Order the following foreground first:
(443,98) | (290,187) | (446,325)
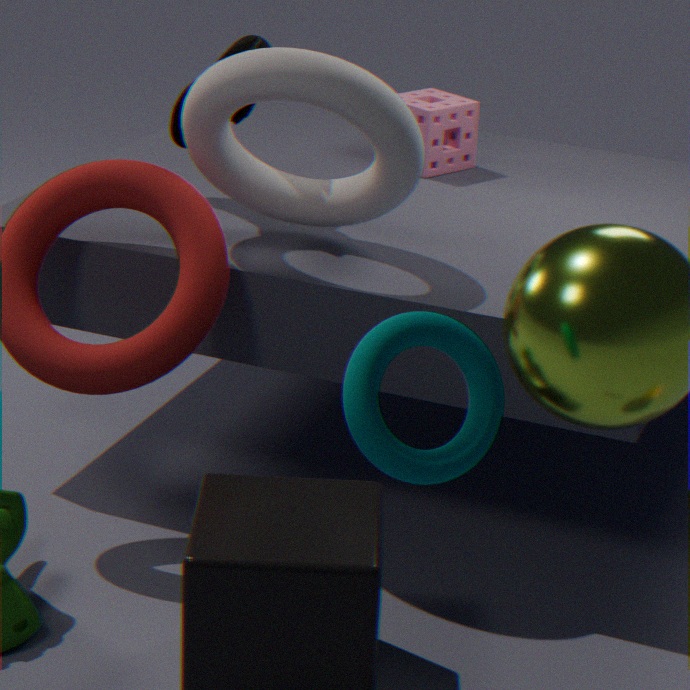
(446,325) < (290,187) < (443,98)
